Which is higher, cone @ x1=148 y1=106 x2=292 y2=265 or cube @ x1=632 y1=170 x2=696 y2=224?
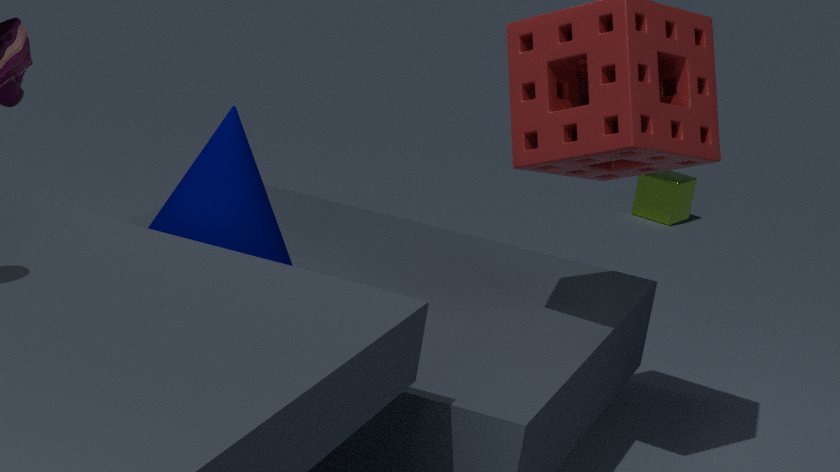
cone @ x1=148 y1=106 x2=292 y2=265
